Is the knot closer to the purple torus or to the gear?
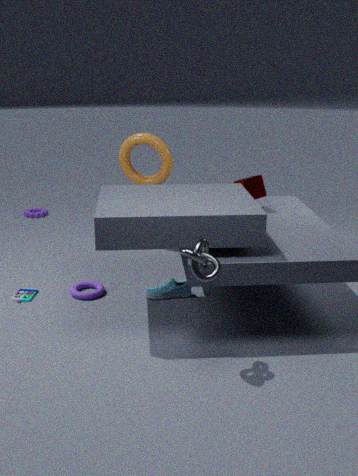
the purple torus
